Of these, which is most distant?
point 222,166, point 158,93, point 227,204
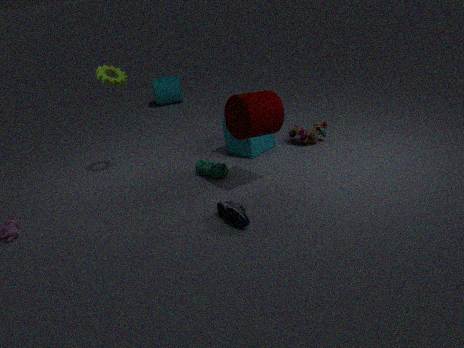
point 158,93
